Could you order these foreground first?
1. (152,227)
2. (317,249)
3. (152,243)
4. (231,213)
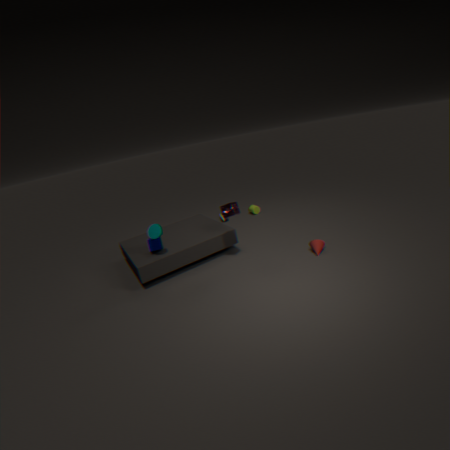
(231,213) → (152,227) → (317,249) → (152,243)
